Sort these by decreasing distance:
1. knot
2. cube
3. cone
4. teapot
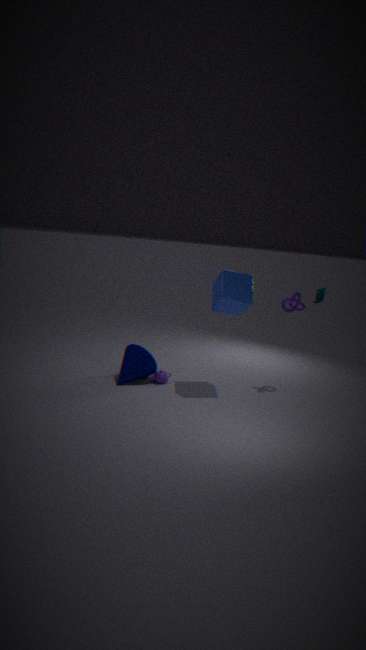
knot
teapot
cone
cube
